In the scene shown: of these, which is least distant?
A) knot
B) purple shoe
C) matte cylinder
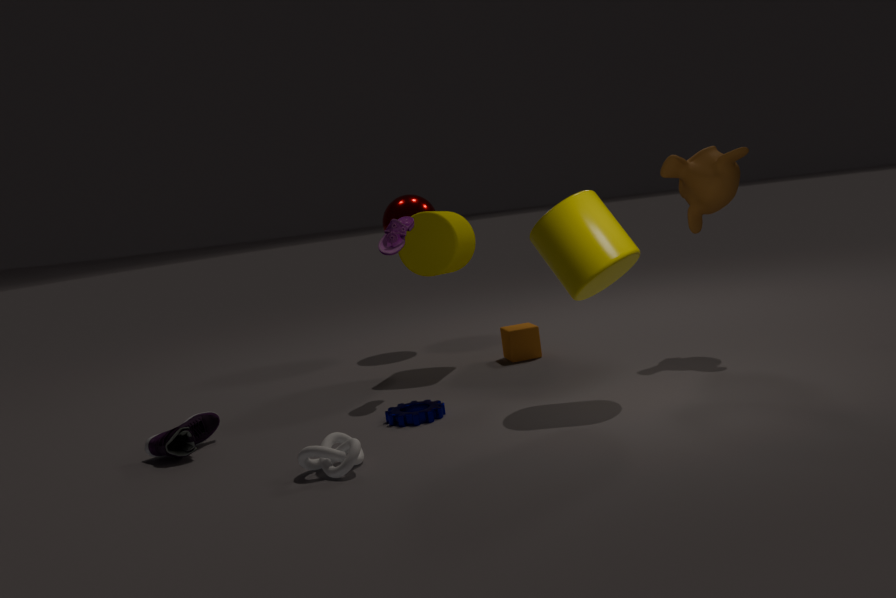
knot
